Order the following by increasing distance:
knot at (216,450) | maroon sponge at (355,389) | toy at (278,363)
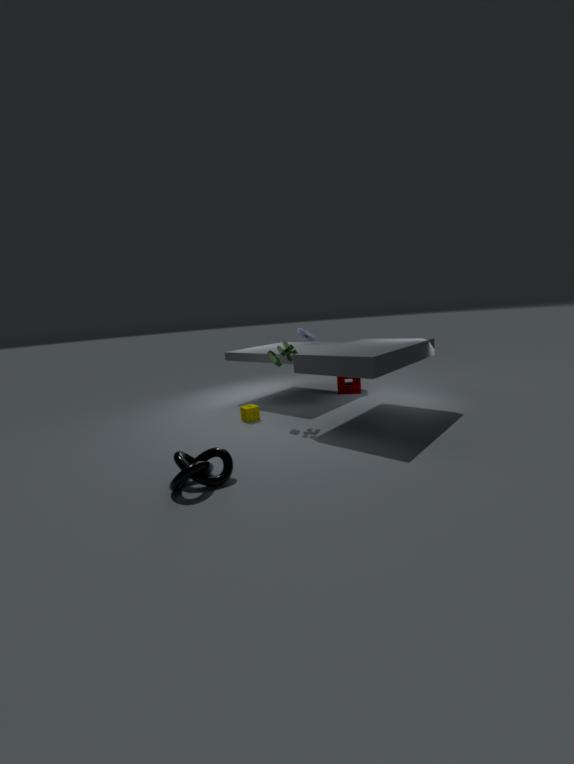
knot at (216,450)
toy at (278,363)
maroon sponge at (355,389)
